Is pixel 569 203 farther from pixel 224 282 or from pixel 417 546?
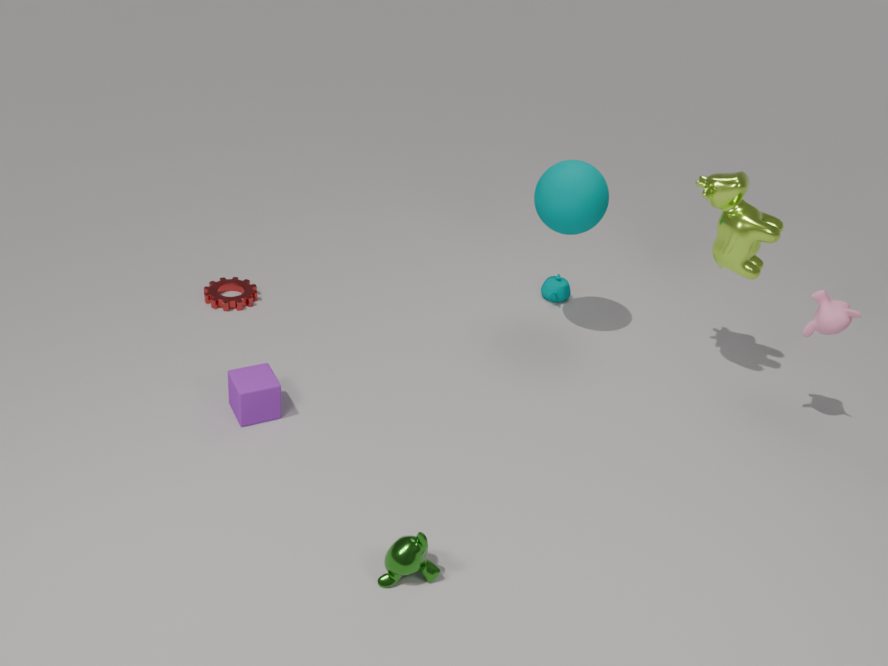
pixel 417 546
